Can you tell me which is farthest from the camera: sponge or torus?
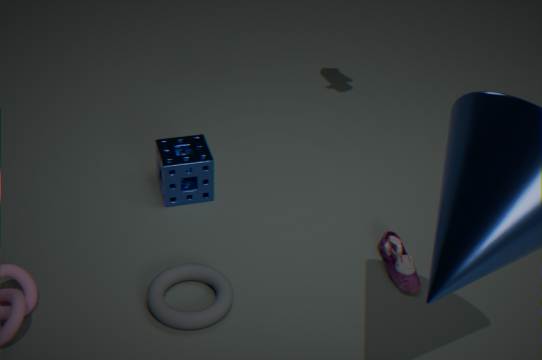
sponge
